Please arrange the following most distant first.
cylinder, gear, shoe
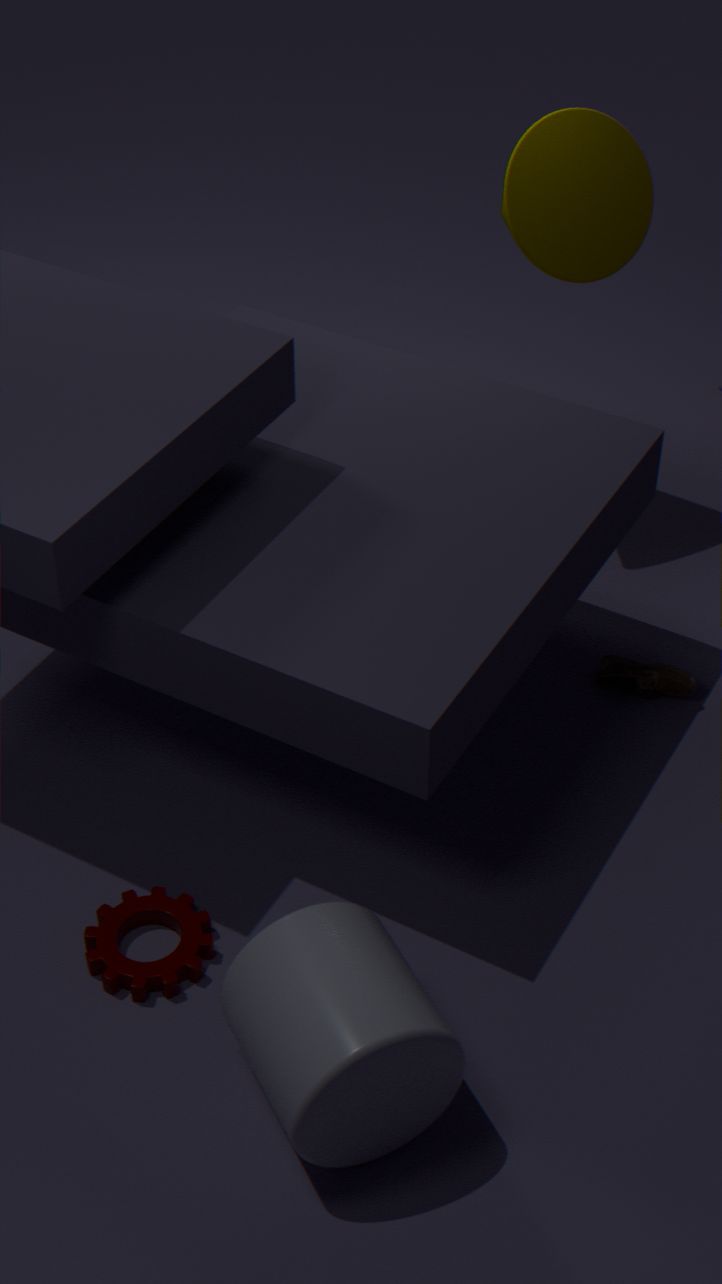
1. shoe
2. gear
3. cylinder
